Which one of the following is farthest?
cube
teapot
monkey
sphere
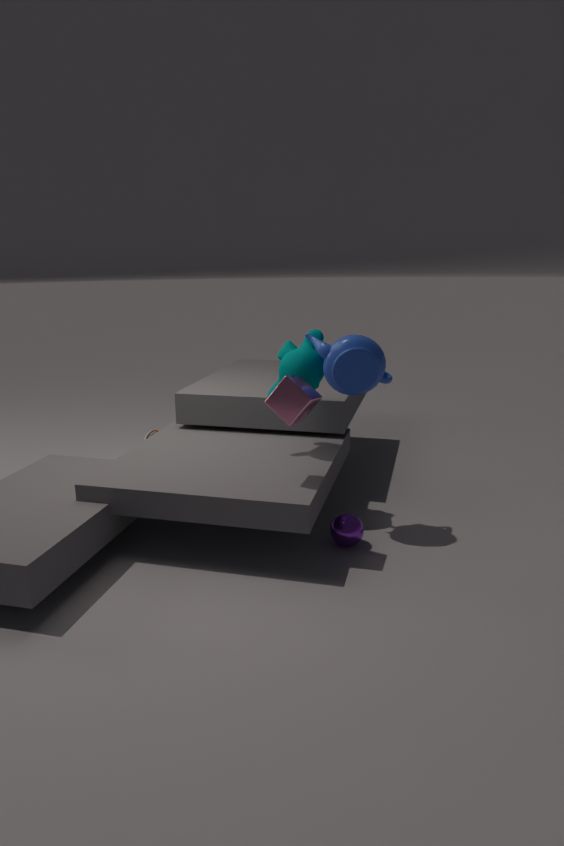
monkey
